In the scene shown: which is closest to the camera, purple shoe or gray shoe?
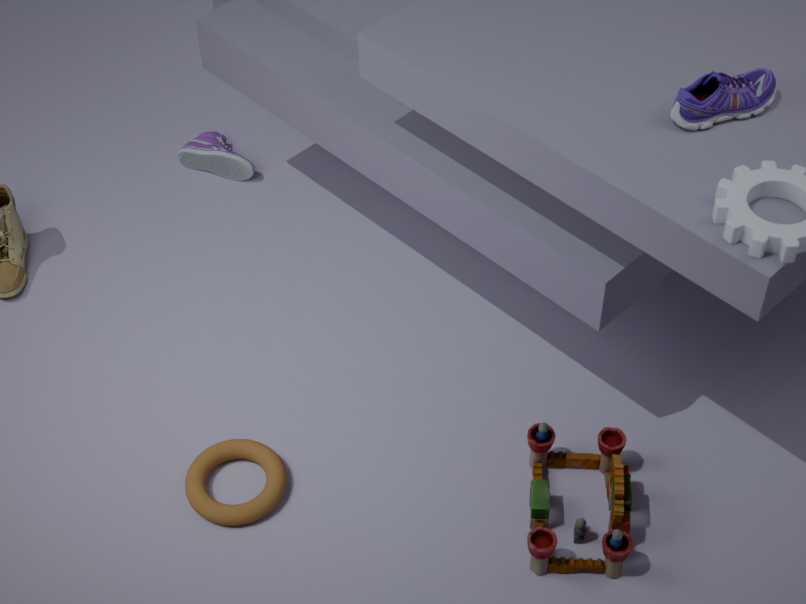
purple shoe
